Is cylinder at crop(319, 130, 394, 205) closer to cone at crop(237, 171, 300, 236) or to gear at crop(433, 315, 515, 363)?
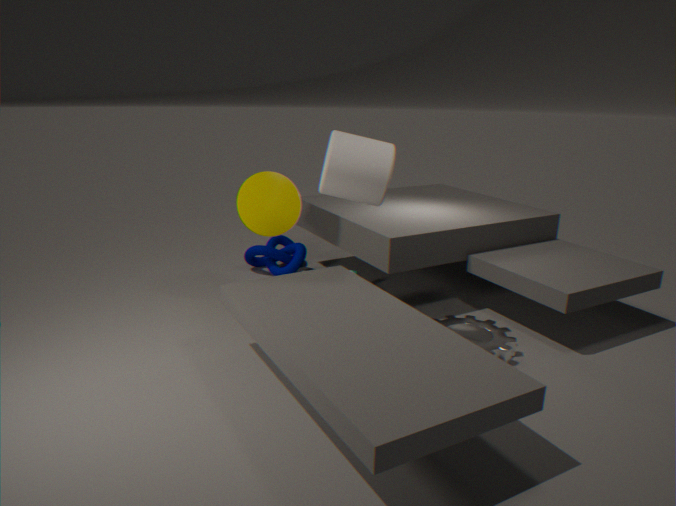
cone at crop(237, 171, 300, 236)
